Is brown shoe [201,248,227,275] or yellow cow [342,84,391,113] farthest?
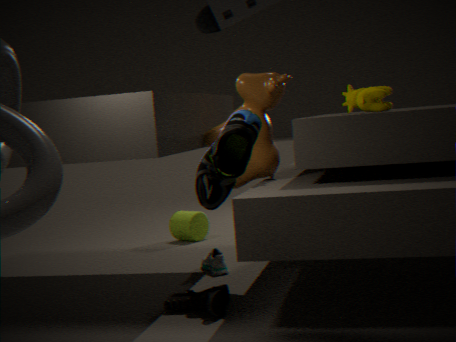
brown shoe [201,248,227,275]
